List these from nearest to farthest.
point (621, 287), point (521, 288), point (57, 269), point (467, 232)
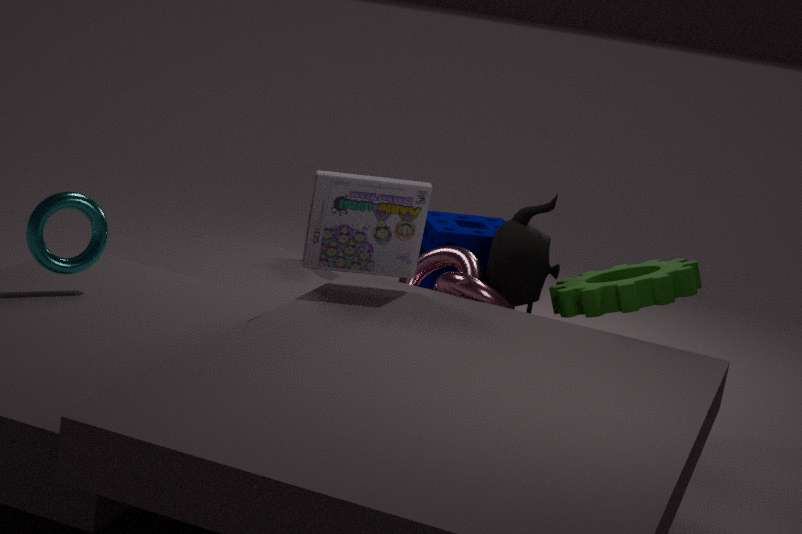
1. point (57, 269)
2. point (621, 287)
3. point (521, 288)
4. point (467, 232)
